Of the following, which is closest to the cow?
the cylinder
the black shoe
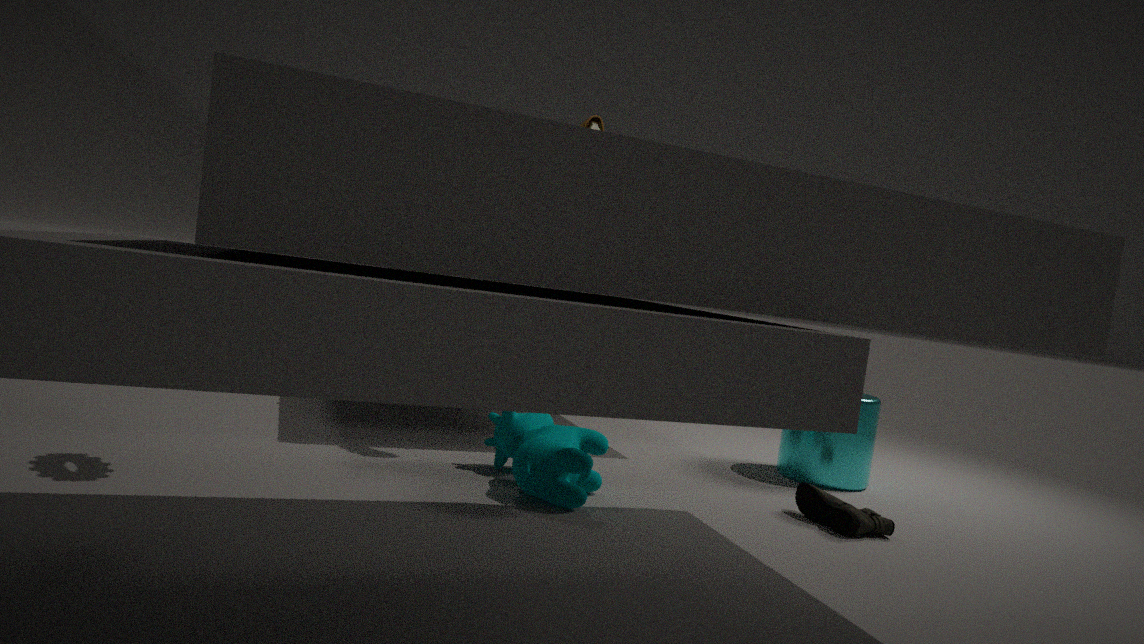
the black shoe
